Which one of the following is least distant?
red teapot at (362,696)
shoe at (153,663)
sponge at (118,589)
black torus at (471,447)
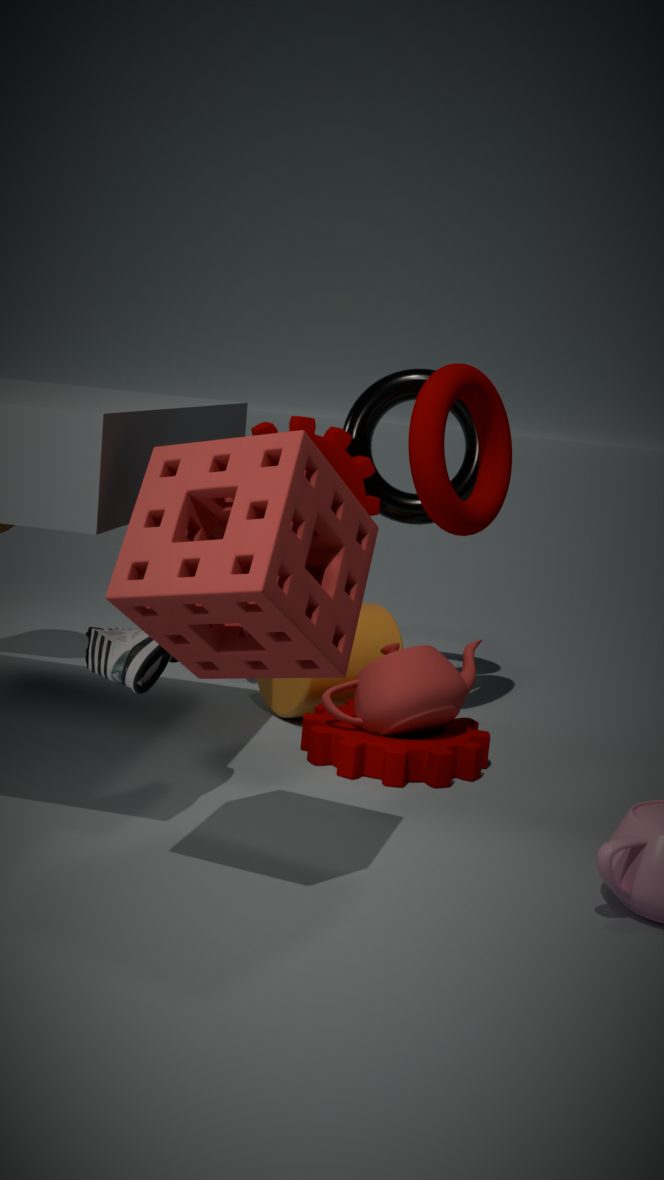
sponge at (118,589)
